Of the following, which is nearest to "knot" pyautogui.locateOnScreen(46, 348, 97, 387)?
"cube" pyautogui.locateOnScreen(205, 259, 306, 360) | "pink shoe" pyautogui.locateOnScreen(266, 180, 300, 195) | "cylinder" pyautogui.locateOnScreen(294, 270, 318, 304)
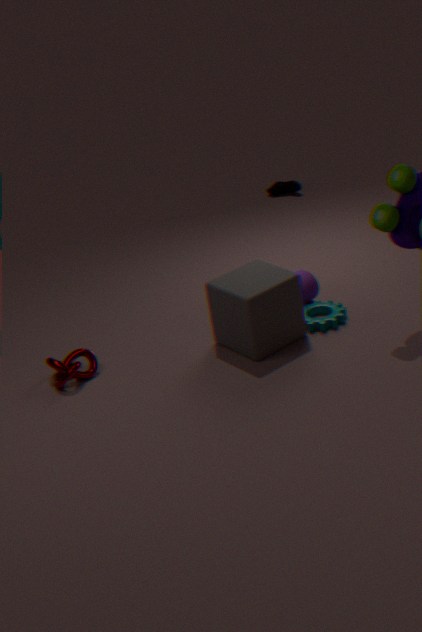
"cube" pyautogui.locateOnScreen(205, 259, 306, 360)
